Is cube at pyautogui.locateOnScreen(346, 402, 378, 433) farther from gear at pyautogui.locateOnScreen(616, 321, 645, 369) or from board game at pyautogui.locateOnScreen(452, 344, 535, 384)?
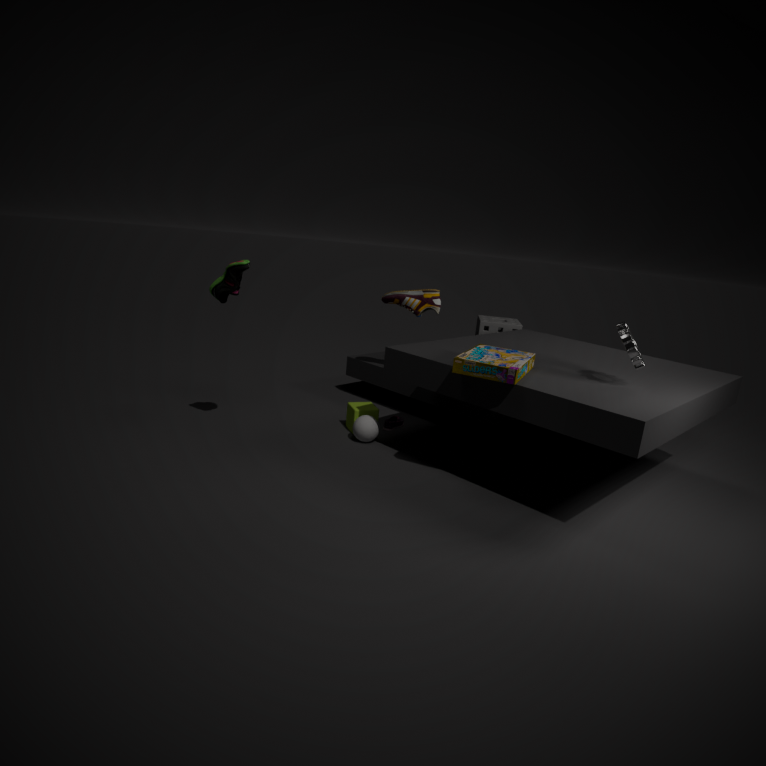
gear at pyautogui.locateOnScreen(616, 321, 645, 369)
